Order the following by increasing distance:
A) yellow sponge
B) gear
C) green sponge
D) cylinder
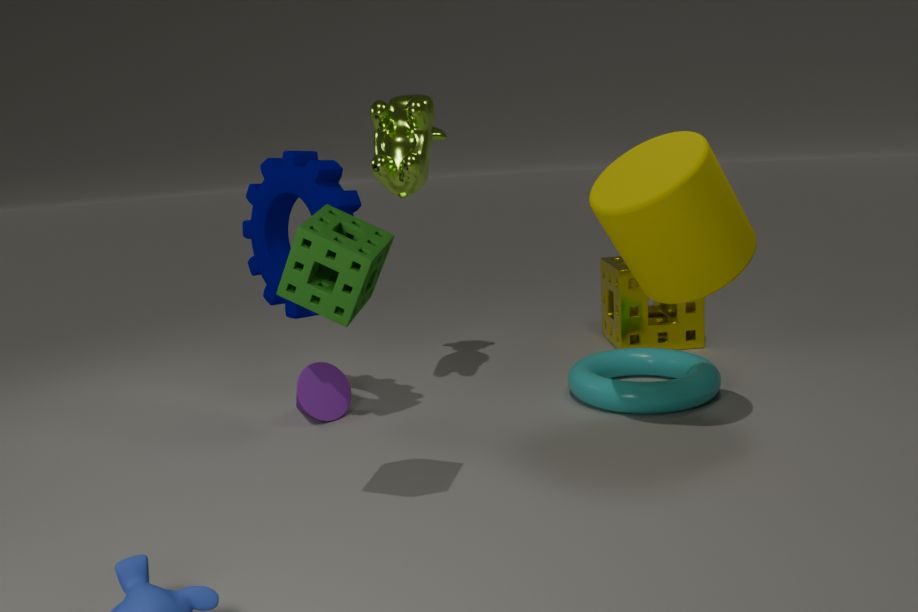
green sponge, cylinder, gear, yellow sponge
